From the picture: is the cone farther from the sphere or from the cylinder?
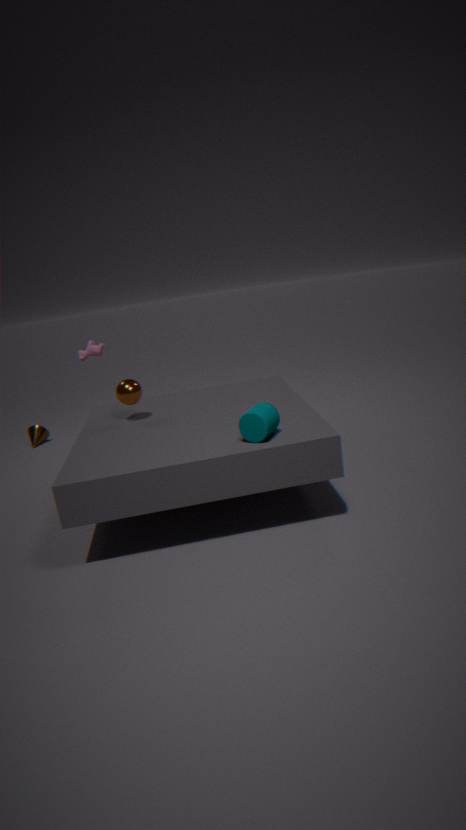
the cylinder
